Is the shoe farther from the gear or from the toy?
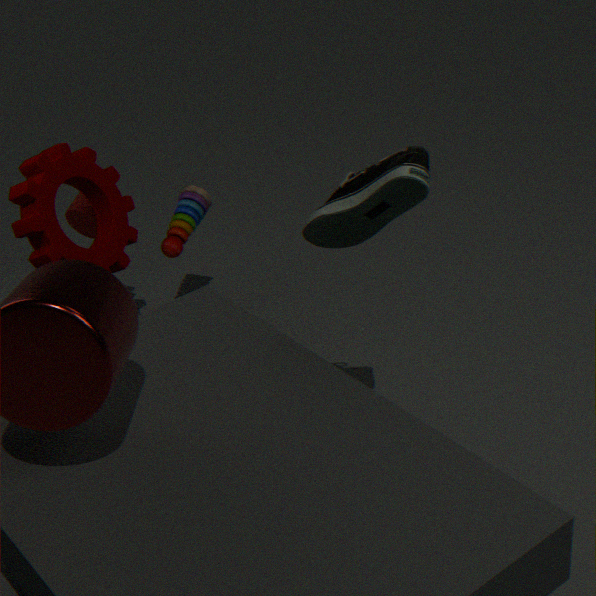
the toy
